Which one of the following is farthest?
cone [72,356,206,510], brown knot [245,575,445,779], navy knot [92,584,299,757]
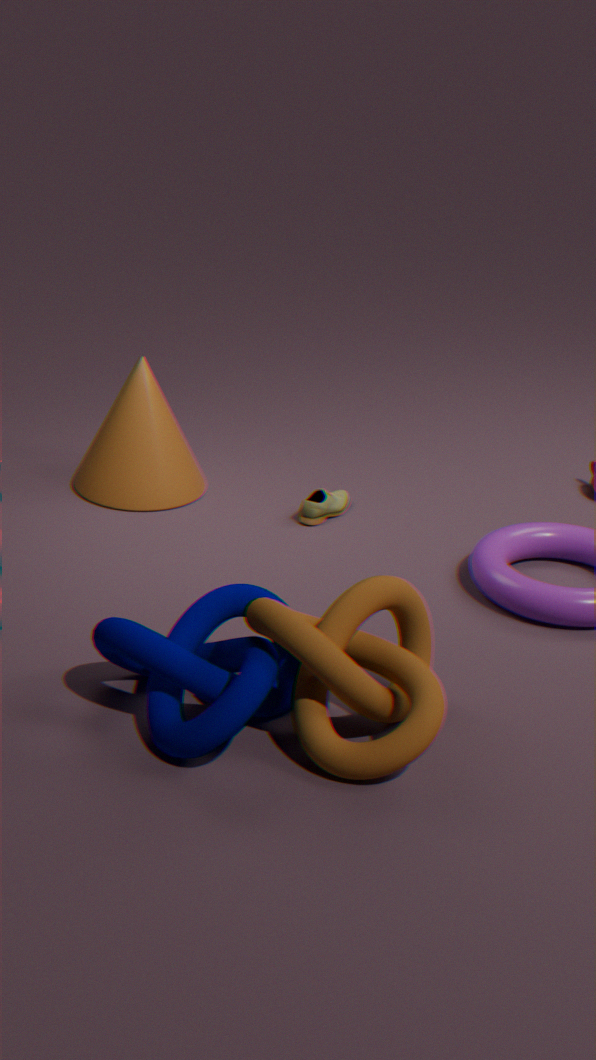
cone [72,356,206,510]
